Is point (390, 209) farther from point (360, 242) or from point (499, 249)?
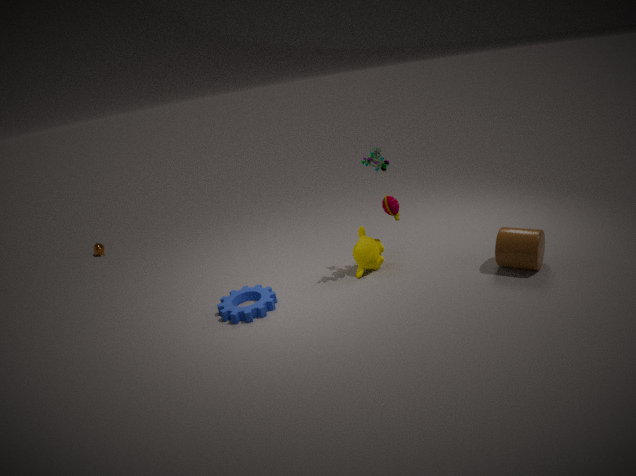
point (499, 249)
